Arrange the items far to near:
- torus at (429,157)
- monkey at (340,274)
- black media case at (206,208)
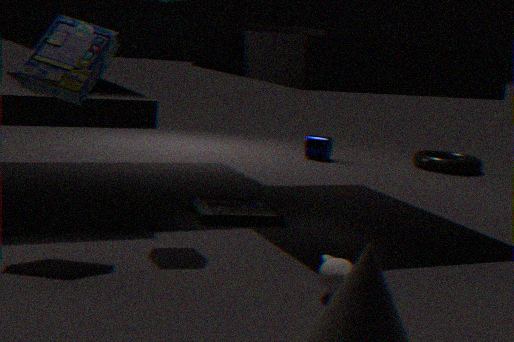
torus at (429,157) < black media case at (206,208) < monkey at (340,274)
